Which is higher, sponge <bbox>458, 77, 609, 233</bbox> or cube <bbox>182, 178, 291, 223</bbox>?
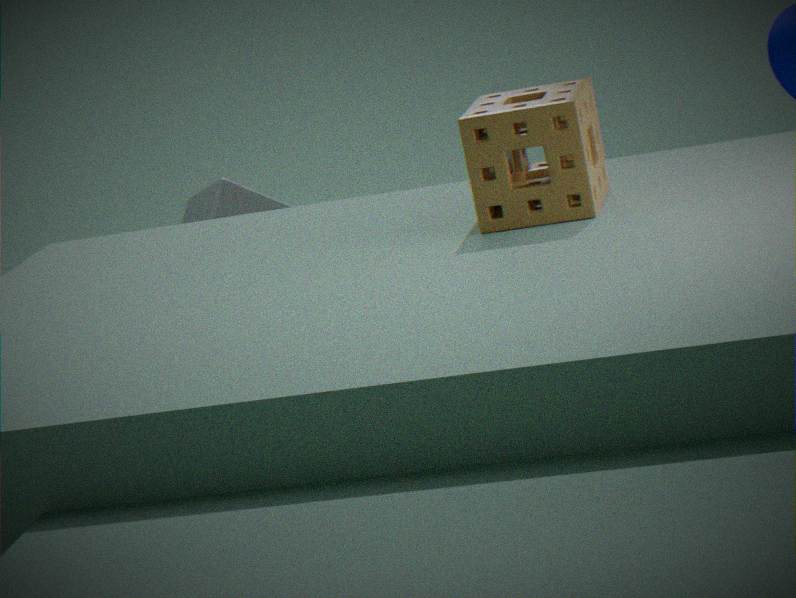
sponge <bbox>458, 77, 609, 233</bbox>
